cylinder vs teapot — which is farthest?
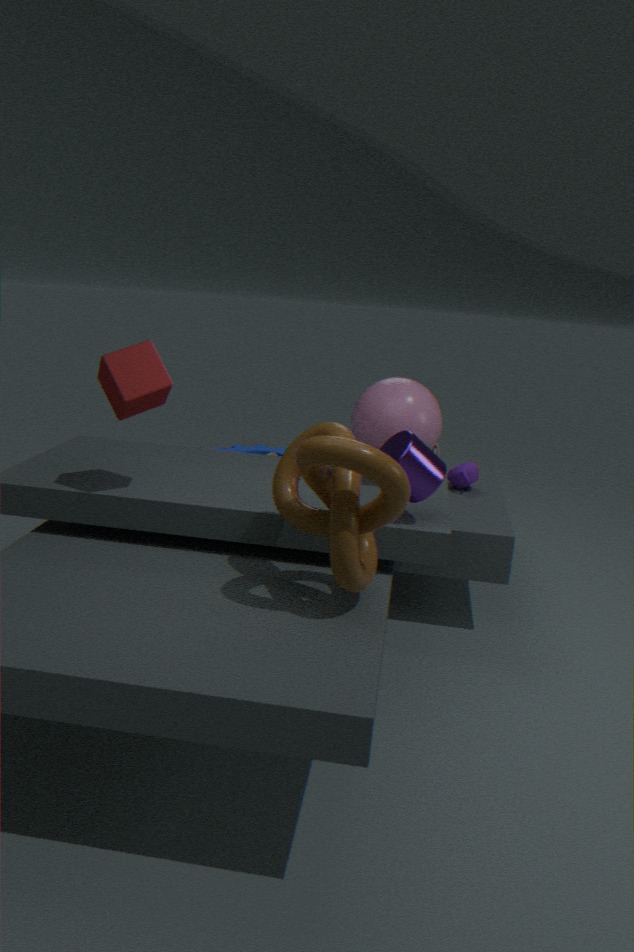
teapot
